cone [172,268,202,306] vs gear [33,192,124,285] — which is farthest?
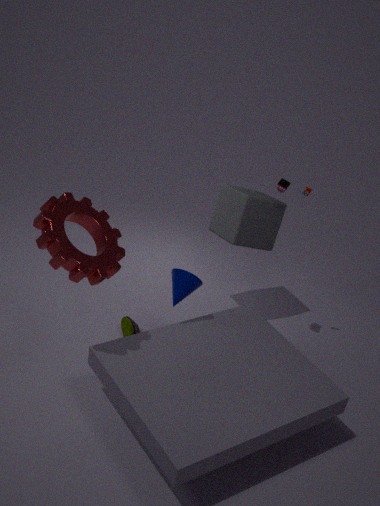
cone [172,268,202,306]
